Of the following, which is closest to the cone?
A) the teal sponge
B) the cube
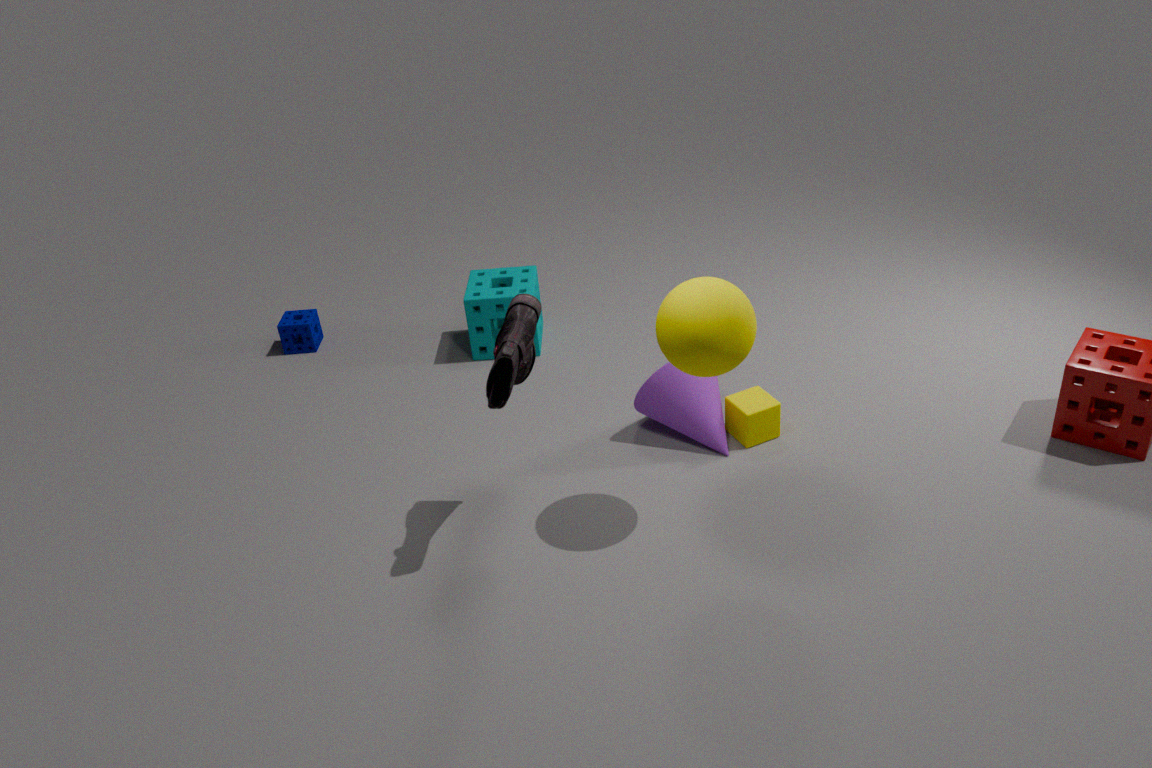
the cube
